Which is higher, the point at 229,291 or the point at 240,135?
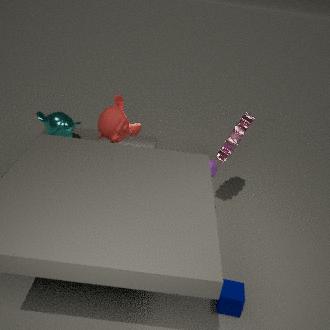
the point at 240,135
